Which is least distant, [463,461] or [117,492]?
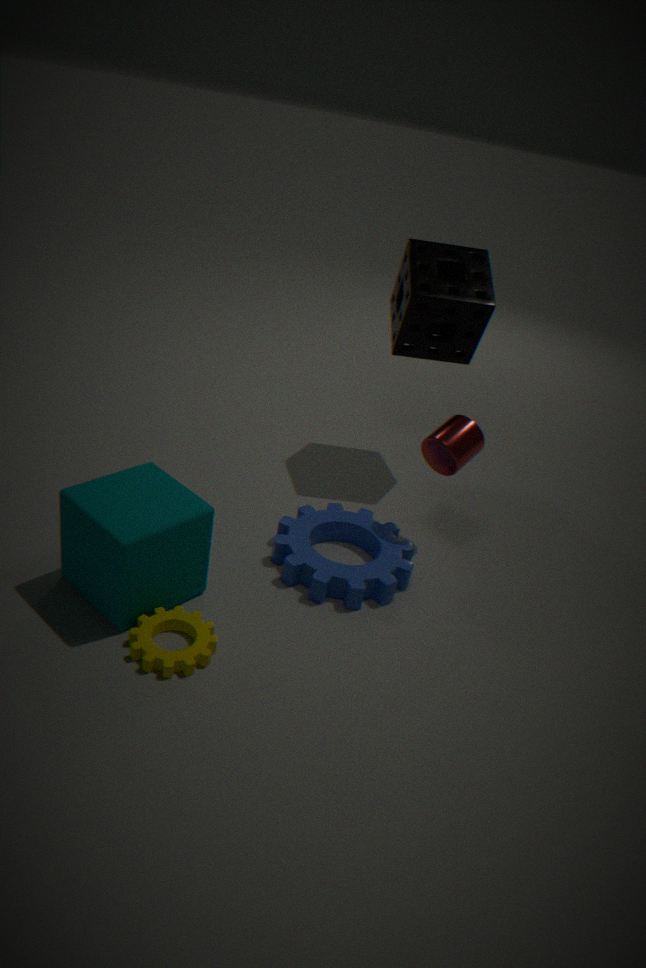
[117,492]
